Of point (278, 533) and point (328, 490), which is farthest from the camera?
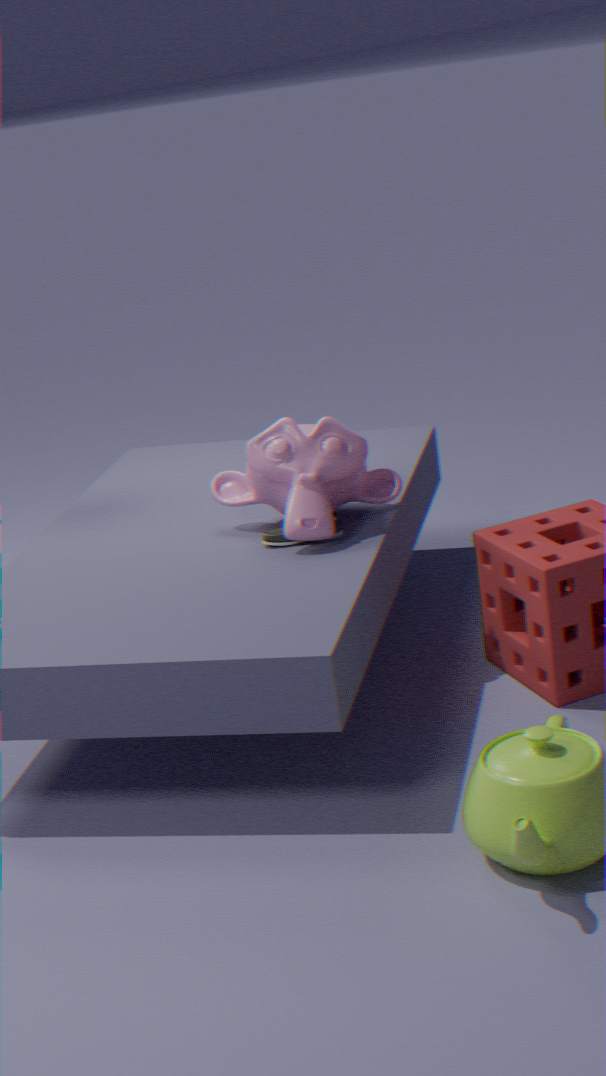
point (328, 490)
